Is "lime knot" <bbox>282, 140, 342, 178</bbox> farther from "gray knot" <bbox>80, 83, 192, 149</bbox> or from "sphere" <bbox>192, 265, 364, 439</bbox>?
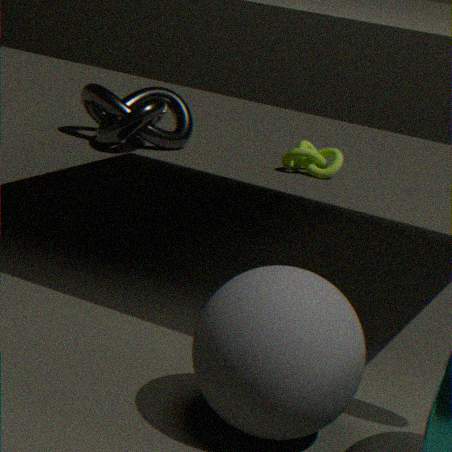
"sphere" <bbox>192, 265, 364, 439</bbox>
